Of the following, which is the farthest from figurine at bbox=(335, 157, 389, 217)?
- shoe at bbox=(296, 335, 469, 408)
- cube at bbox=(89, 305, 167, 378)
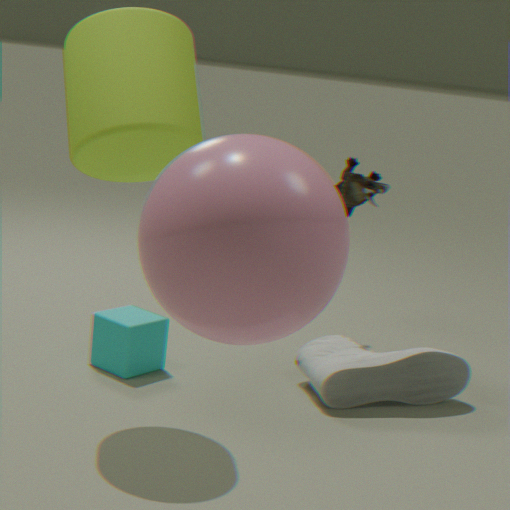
cube at bbox=(89, 305, 167, 378)
